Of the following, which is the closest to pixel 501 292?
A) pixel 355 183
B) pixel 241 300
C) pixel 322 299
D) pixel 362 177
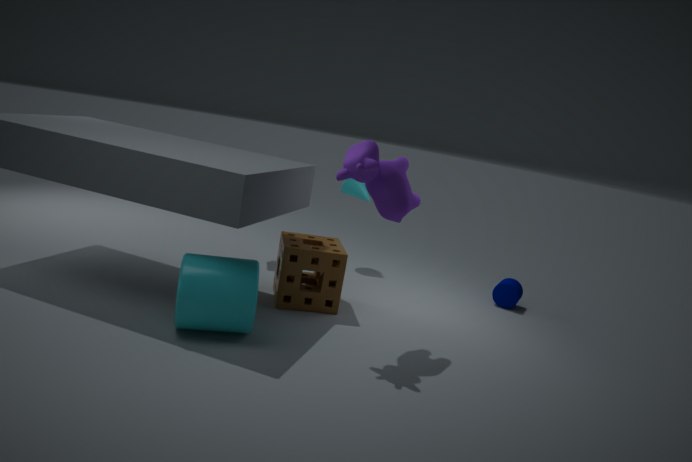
pixel 355 183
